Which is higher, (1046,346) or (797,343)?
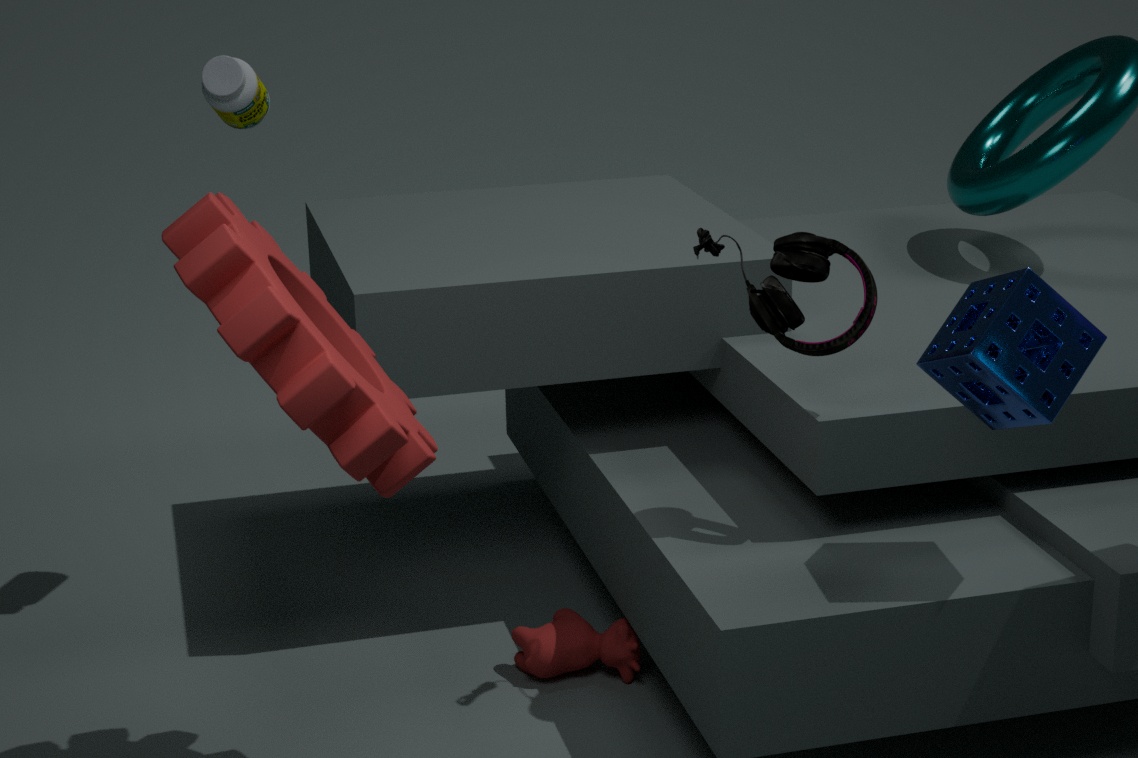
(797,343)
